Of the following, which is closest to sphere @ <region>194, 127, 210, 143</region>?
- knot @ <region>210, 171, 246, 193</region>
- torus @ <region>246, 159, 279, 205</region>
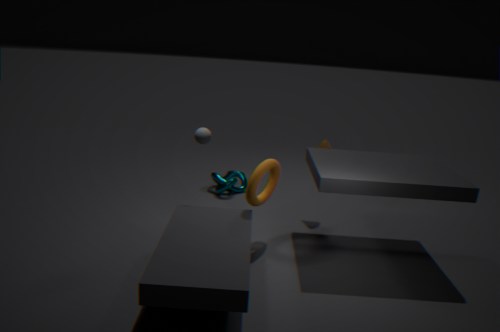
torus @ <region>246, 159, 279, 205</region>
